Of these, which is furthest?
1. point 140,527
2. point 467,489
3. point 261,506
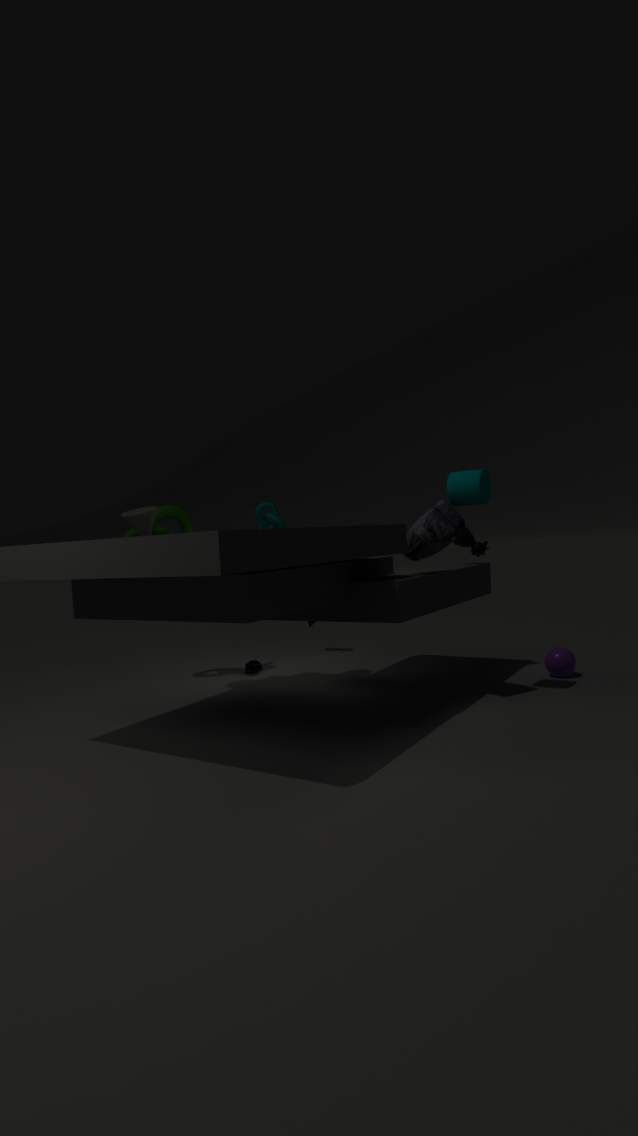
point 261,506
